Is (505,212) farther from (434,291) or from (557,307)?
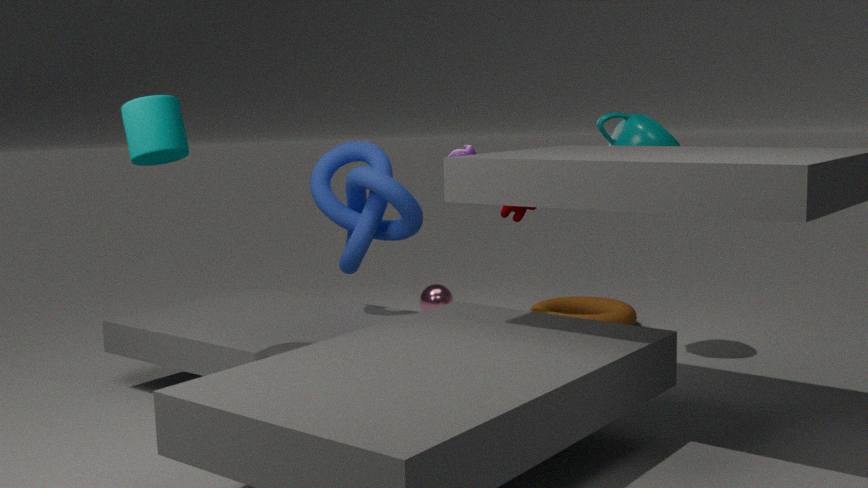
(434,291)
